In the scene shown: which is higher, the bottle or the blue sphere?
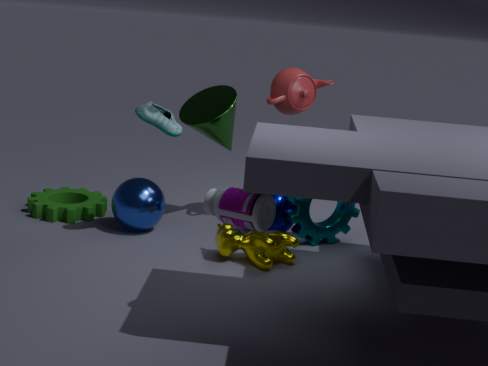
the bottle
